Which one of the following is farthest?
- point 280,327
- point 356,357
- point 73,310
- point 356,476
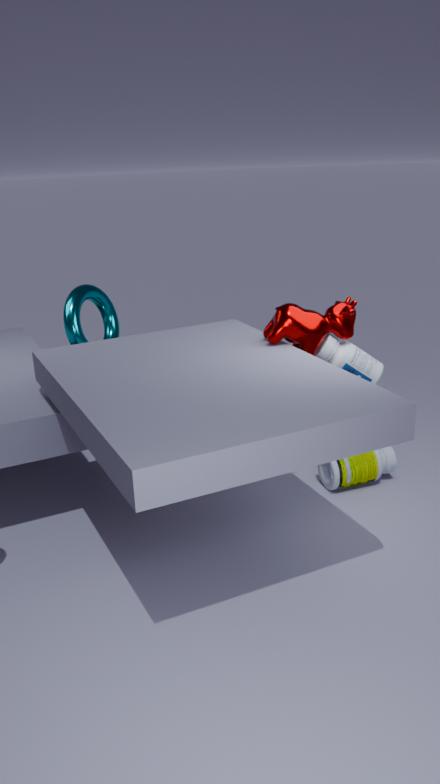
point 73,310
